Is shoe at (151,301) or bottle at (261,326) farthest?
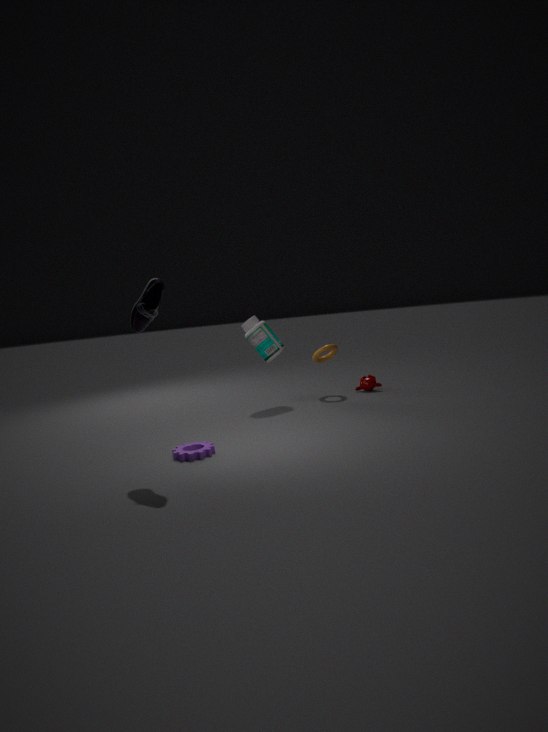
bottle at (261,326)
